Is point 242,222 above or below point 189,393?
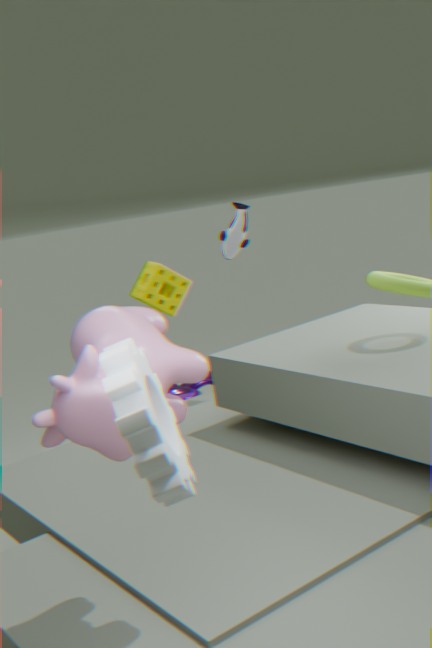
above
